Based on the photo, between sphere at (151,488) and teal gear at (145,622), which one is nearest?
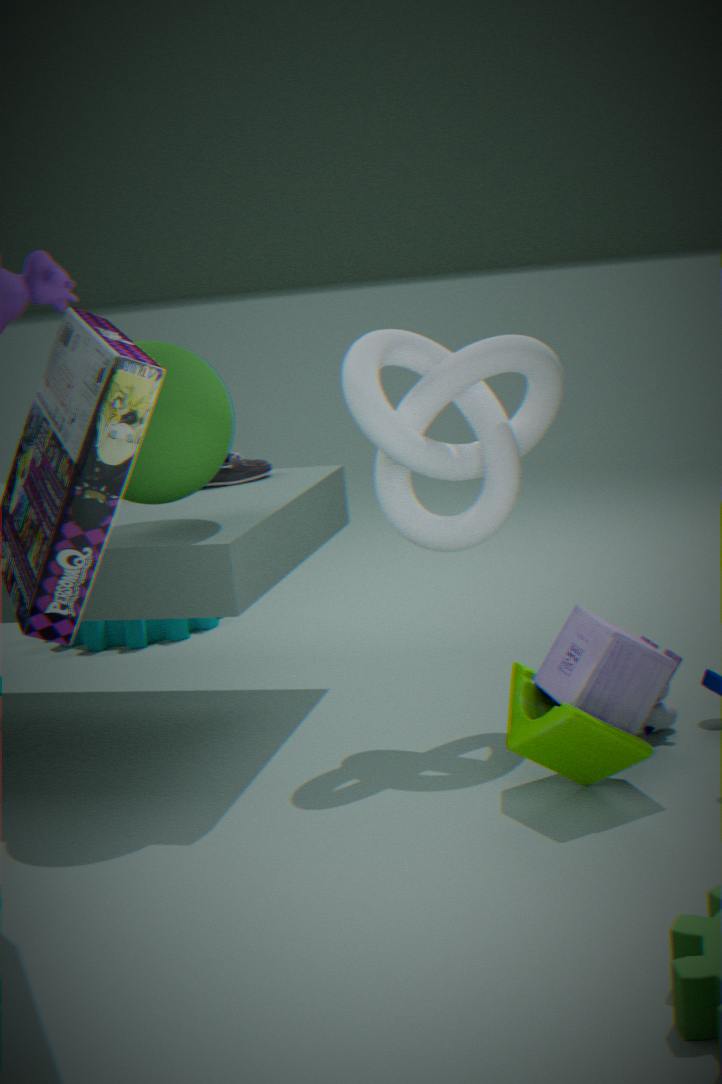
sphere at (151,488)
